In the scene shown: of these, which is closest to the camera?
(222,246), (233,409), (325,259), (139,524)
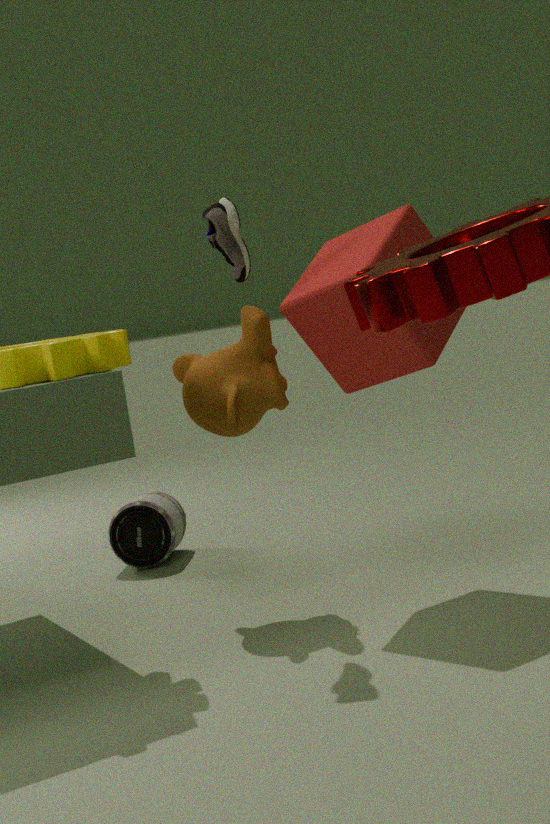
(233,409)
